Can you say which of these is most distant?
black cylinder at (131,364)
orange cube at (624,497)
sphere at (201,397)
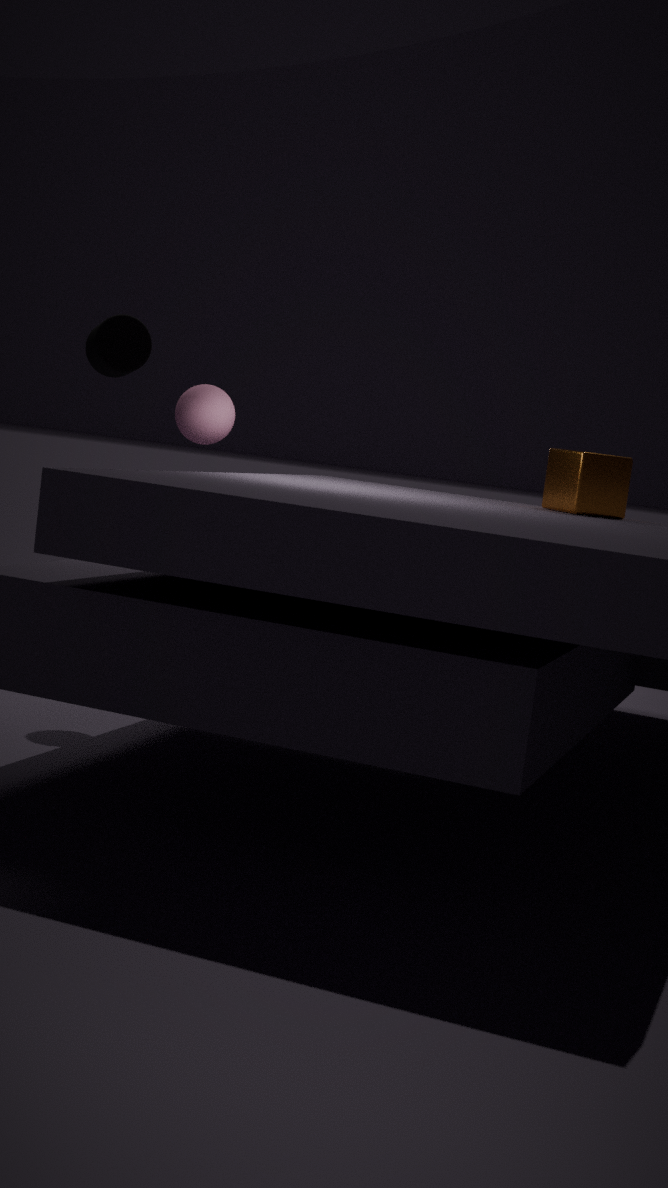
black cylinder at (131,364)
